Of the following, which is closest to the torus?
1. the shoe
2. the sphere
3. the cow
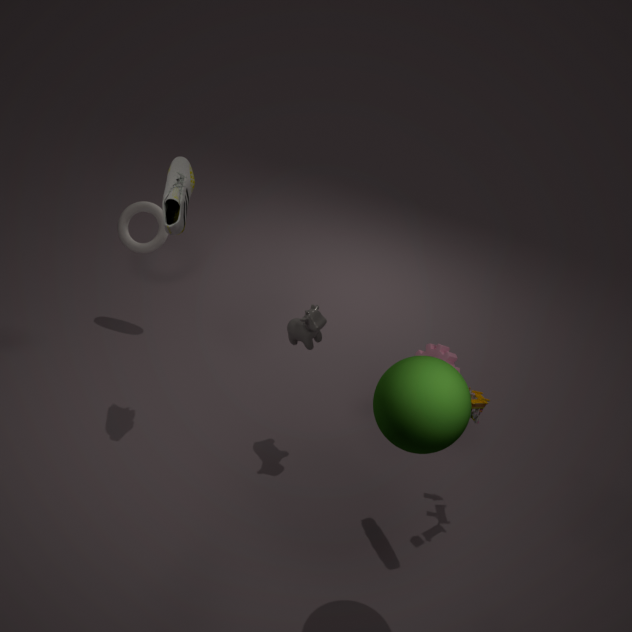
the shoe
